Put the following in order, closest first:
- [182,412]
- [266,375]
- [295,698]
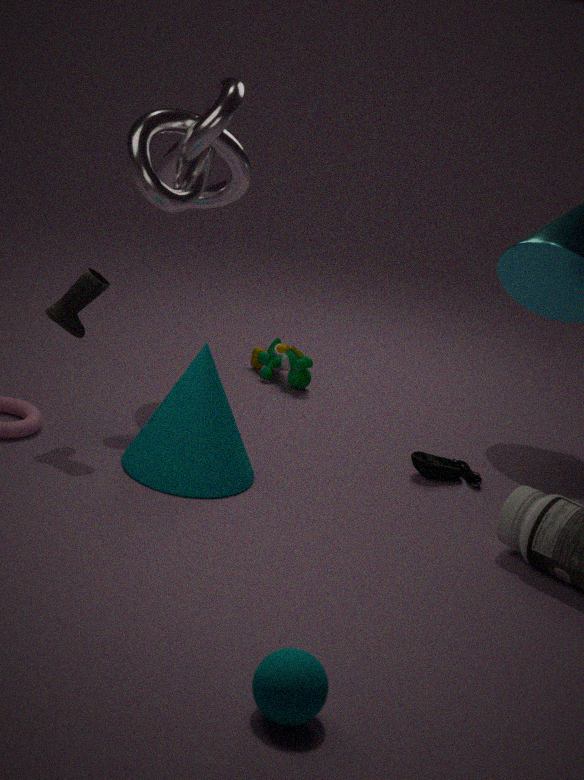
[295,698] → [182,412] → [266,375]
